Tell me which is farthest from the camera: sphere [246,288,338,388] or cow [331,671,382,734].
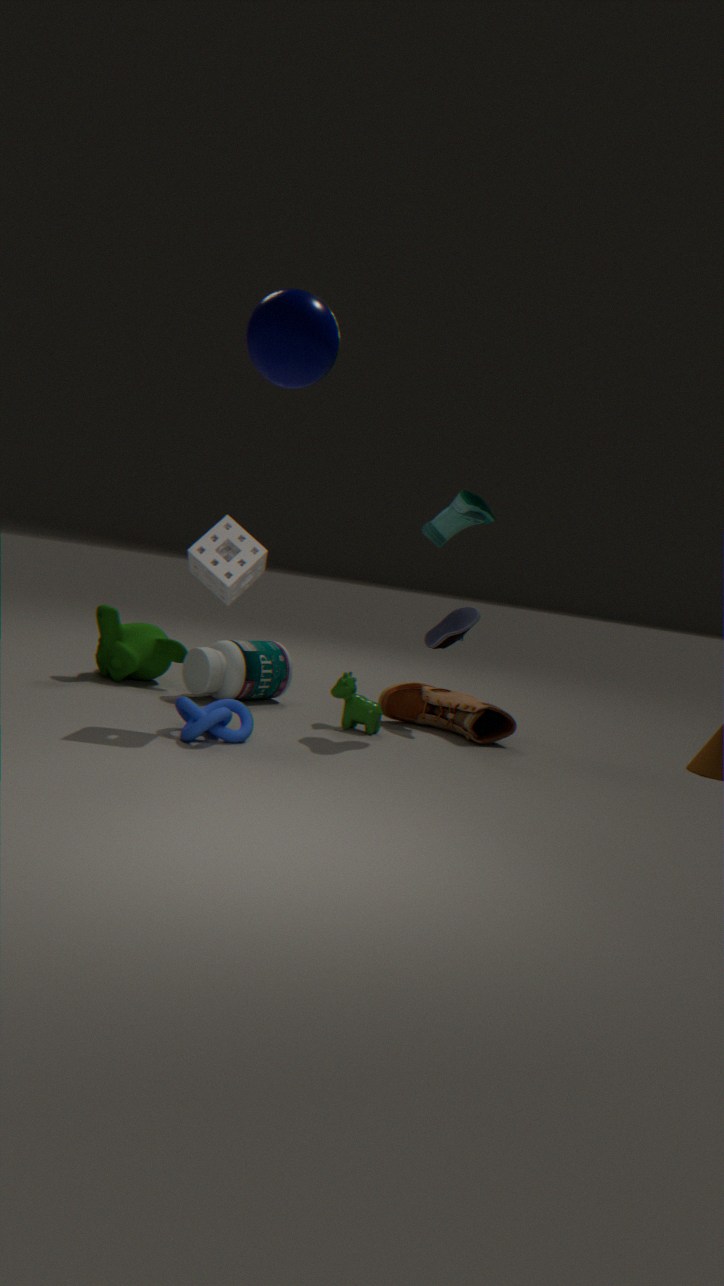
cow [331,671,382,734]
